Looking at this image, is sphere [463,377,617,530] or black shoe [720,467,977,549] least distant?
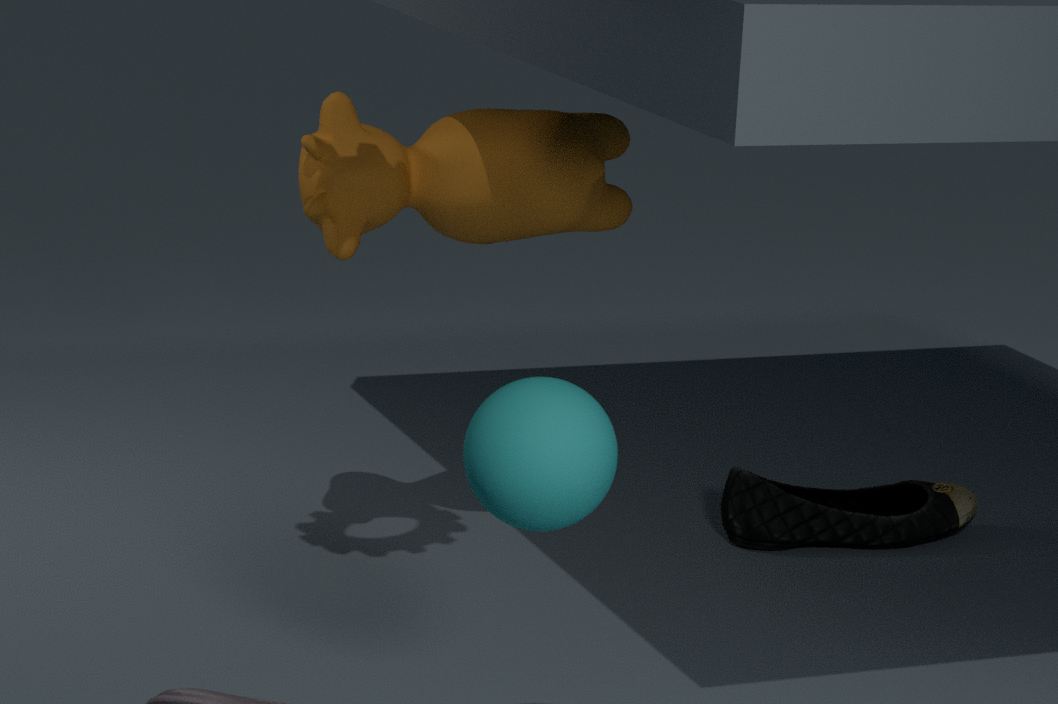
sphere [463,377,617,530]
